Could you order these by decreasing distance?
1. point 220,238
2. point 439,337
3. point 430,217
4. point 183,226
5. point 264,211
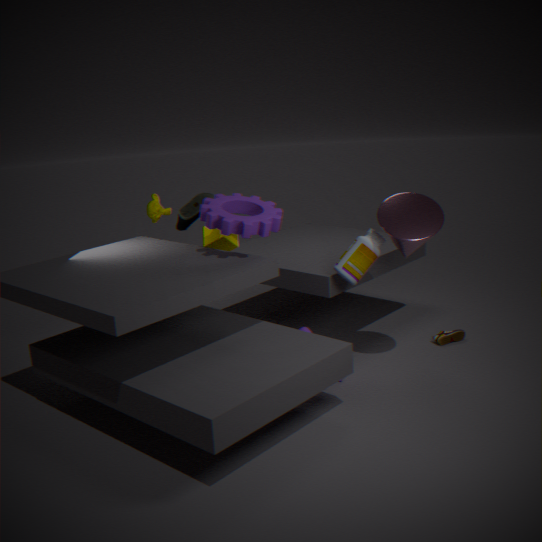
point 183,226 < point 439,337 < point 220,238 < point 264,211 < point 430,217
